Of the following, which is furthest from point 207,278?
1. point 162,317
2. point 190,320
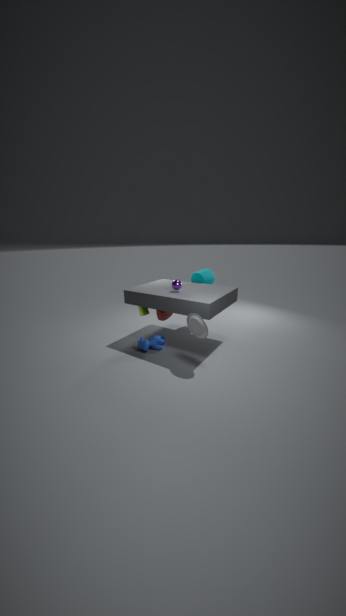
point 190,320
